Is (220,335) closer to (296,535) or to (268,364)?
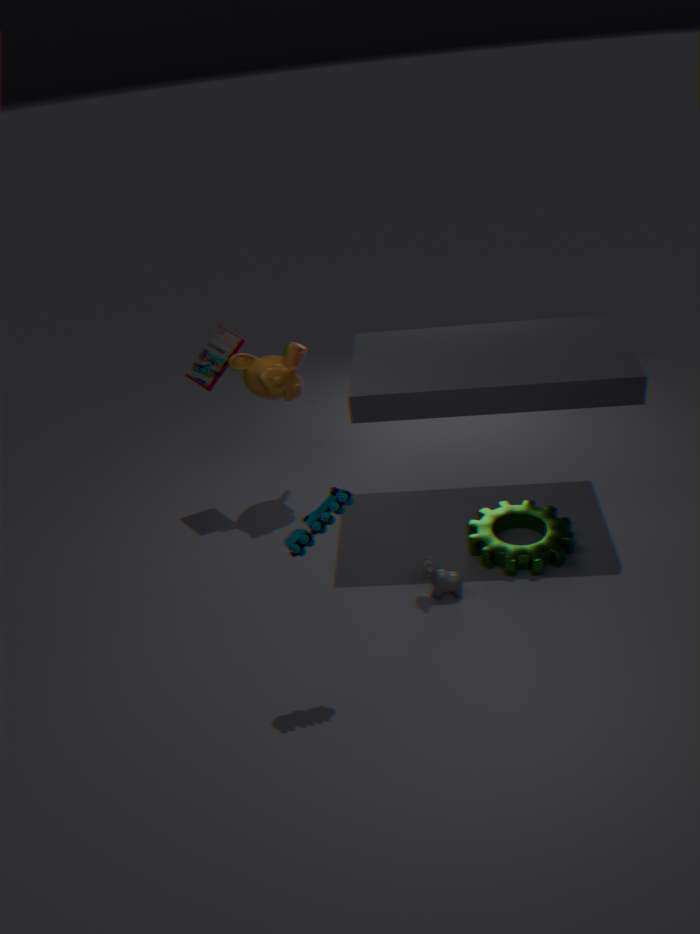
(268,364)
